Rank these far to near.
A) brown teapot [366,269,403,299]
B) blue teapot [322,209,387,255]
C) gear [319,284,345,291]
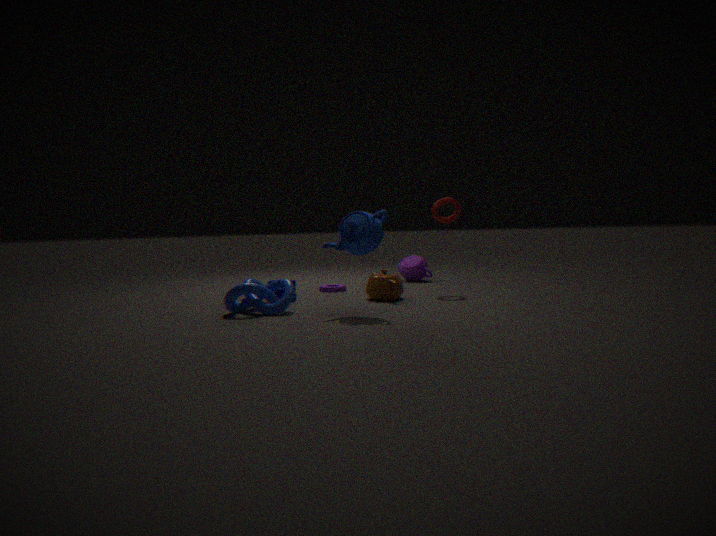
1. gear [319,284,345,291]
2. brown teapot [366,269,403,299]
3. blue teapot [322,209,387,255]
